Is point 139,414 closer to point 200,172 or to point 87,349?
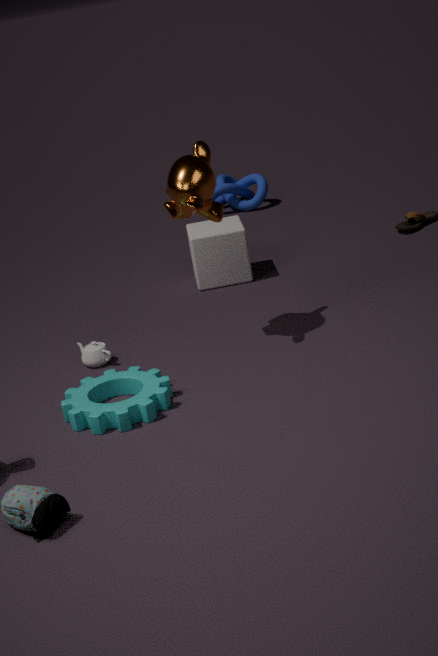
point 87,349
